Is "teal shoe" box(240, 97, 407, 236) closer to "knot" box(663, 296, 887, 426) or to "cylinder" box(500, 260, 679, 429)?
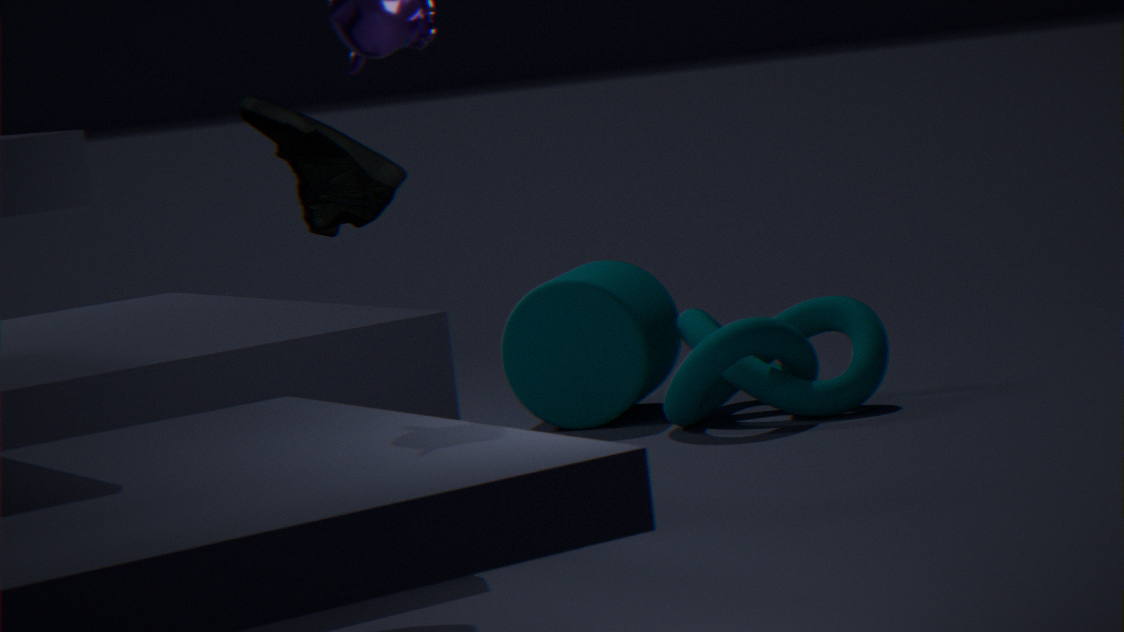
"knot" box(663, 296, 887, 426)
